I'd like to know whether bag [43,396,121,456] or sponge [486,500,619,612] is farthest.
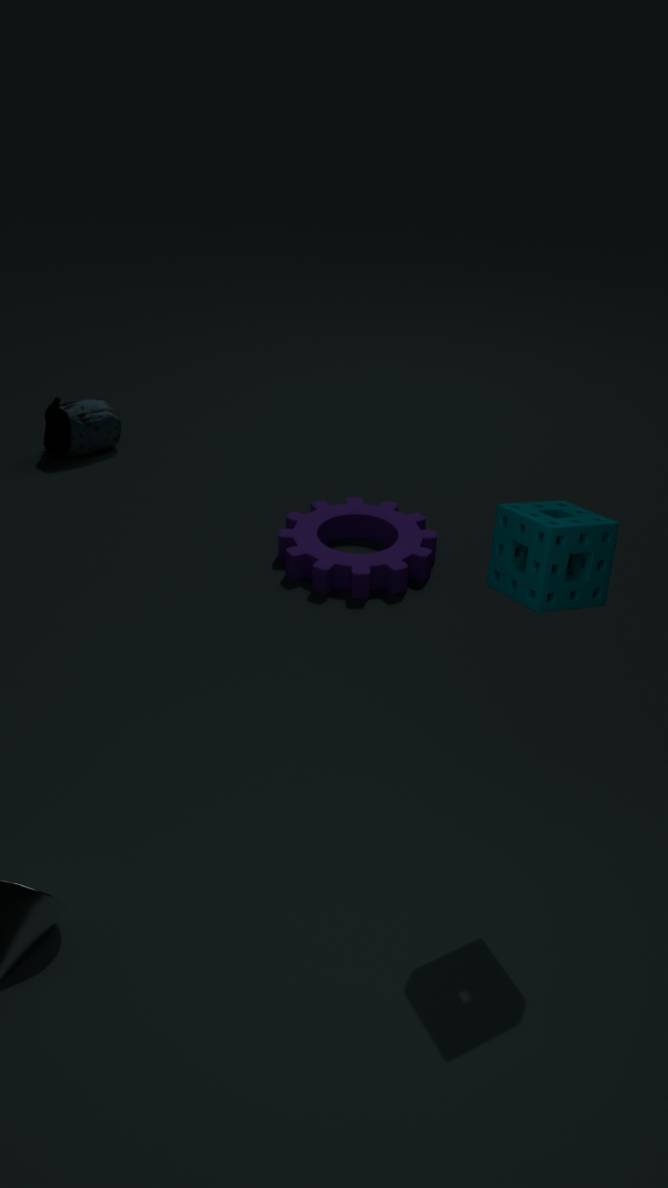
bag [43,396,121,456]
